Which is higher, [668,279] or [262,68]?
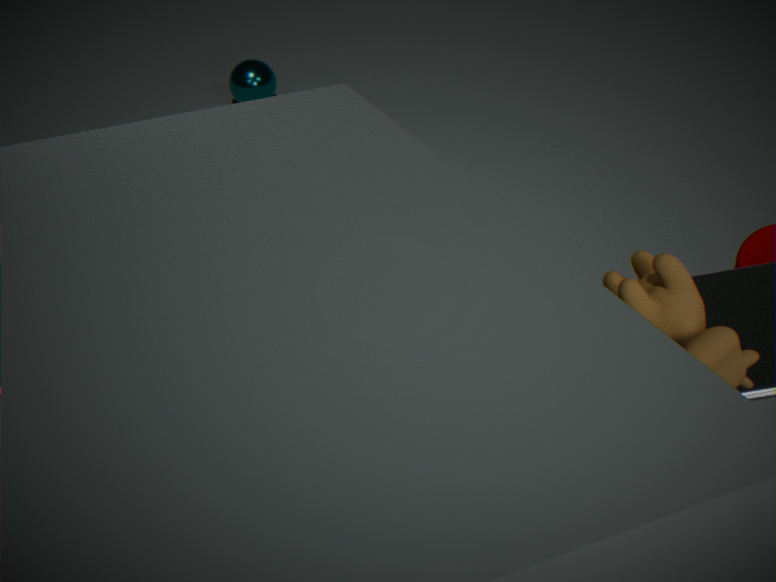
[668,279]
